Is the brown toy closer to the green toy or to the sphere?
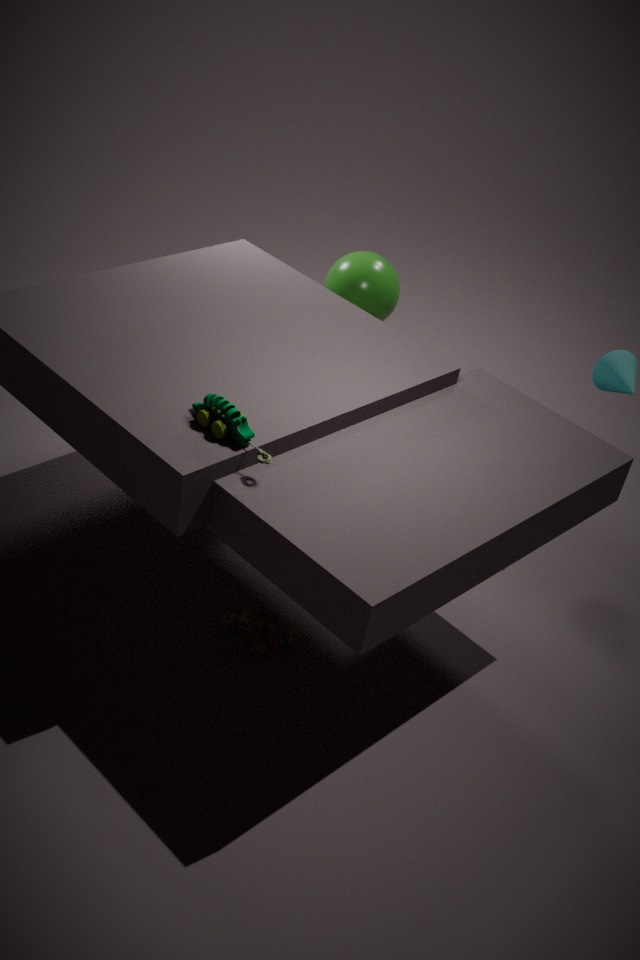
the green toy
